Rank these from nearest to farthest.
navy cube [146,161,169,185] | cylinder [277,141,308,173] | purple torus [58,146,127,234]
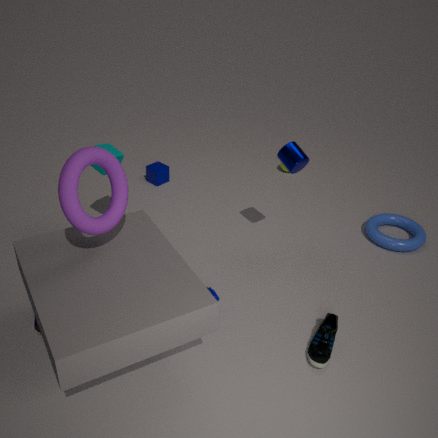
purple torus [58,146,127,234] → cylinder [277,141,308,173] → navy cube [146,161,169,185]
